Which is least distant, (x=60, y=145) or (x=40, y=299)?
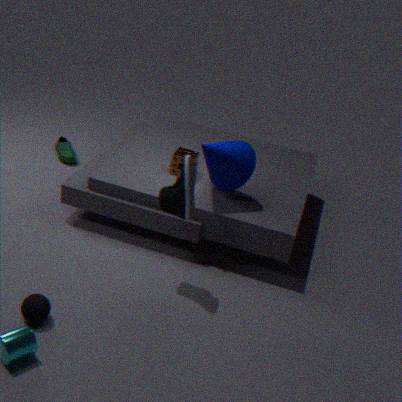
(x=40, y=299)
